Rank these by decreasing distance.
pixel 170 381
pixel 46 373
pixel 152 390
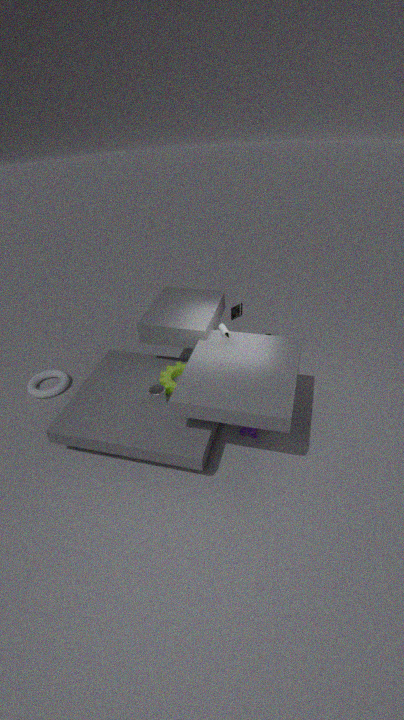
pixel 46 373 → pixel 170 381 → pixel 152 390
